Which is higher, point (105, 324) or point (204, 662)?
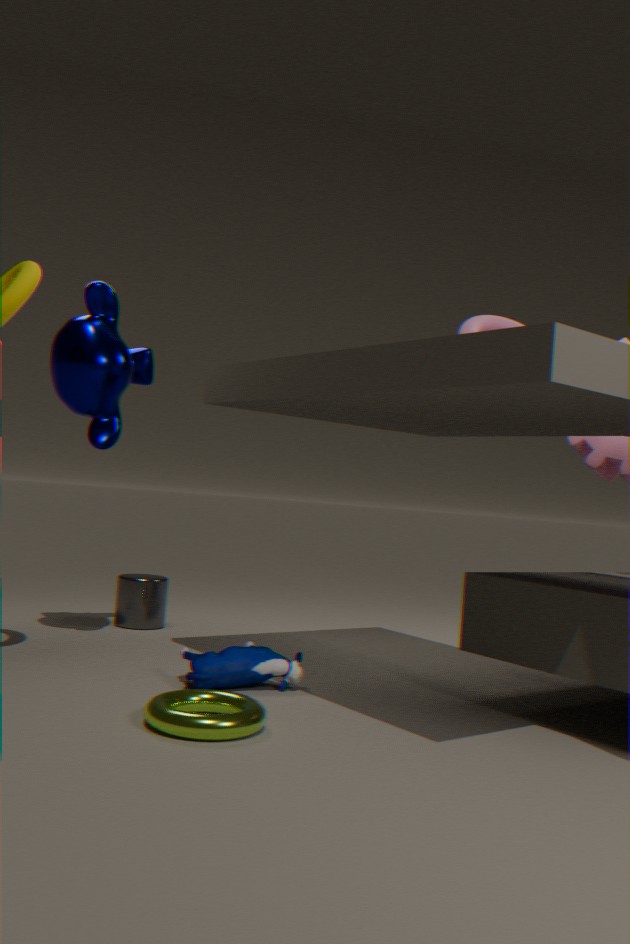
point (105, 324)
